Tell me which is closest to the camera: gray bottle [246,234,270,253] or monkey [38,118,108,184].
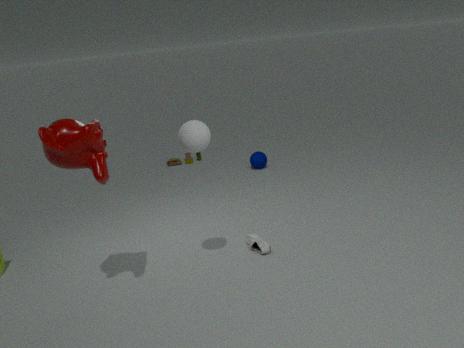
monkey [38,118,108,184]
